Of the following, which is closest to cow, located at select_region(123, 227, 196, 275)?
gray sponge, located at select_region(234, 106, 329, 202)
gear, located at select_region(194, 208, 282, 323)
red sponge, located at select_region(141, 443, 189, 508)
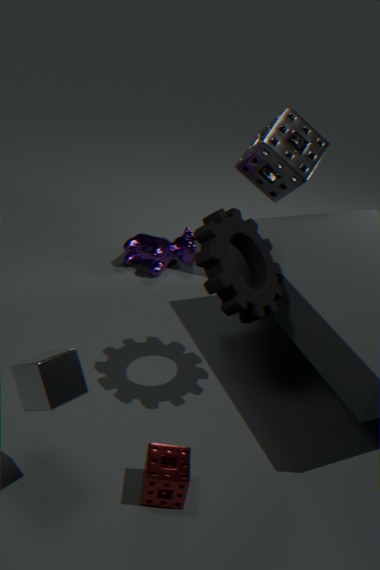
gray sponge, located at select_region(234, 106, 329, 202)
